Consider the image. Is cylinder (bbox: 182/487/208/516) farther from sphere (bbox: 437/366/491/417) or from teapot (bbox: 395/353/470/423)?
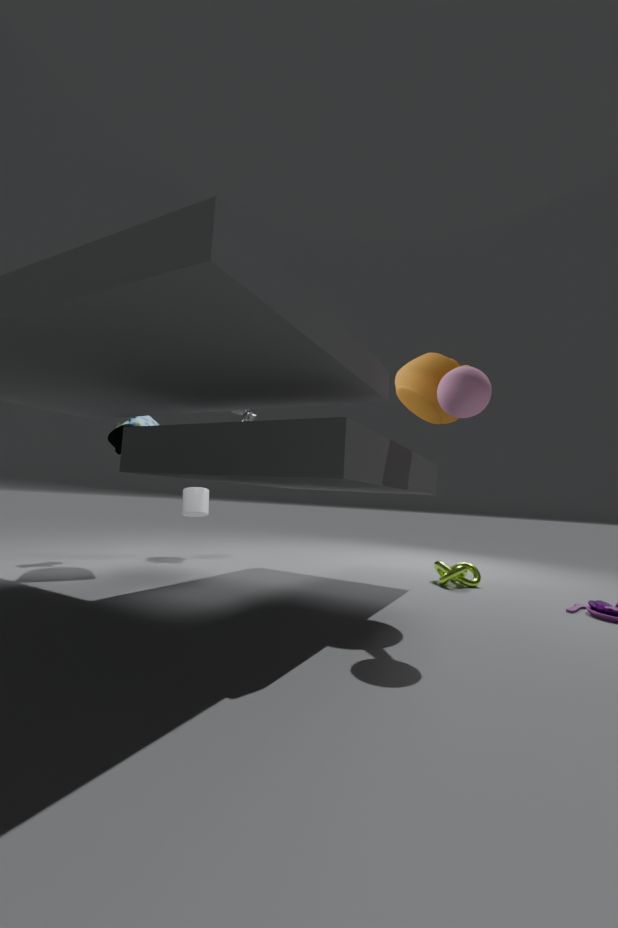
sphere (bbox: 437/366/491/417)
